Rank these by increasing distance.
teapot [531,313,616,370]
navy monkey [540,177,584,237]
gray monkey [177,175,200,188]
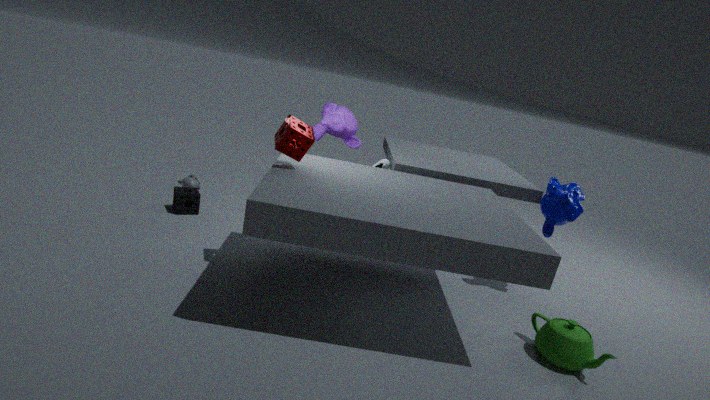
teapot [531,313,616,370]
navy monkey [540,177,584,237]
gray monkey [177,175,200,188]
